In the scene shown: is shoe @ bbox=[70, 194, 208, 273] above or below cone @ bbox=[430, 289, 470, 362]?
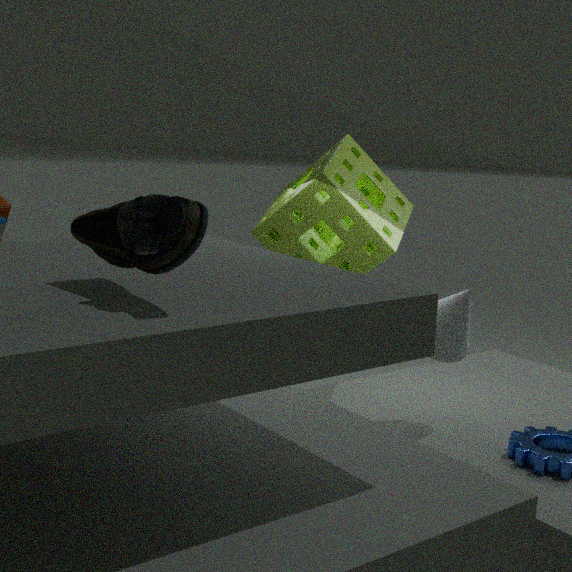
above
